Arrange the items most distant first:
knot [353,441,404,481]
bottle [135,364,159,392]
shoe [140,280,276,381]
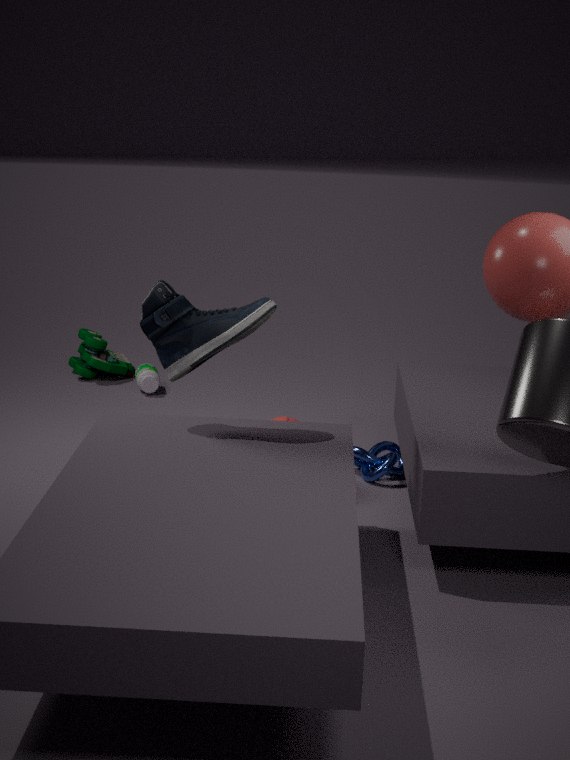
bottle [135,364,159,392] < knot [353,441,404,481] < shoe [140,280,276,381]
